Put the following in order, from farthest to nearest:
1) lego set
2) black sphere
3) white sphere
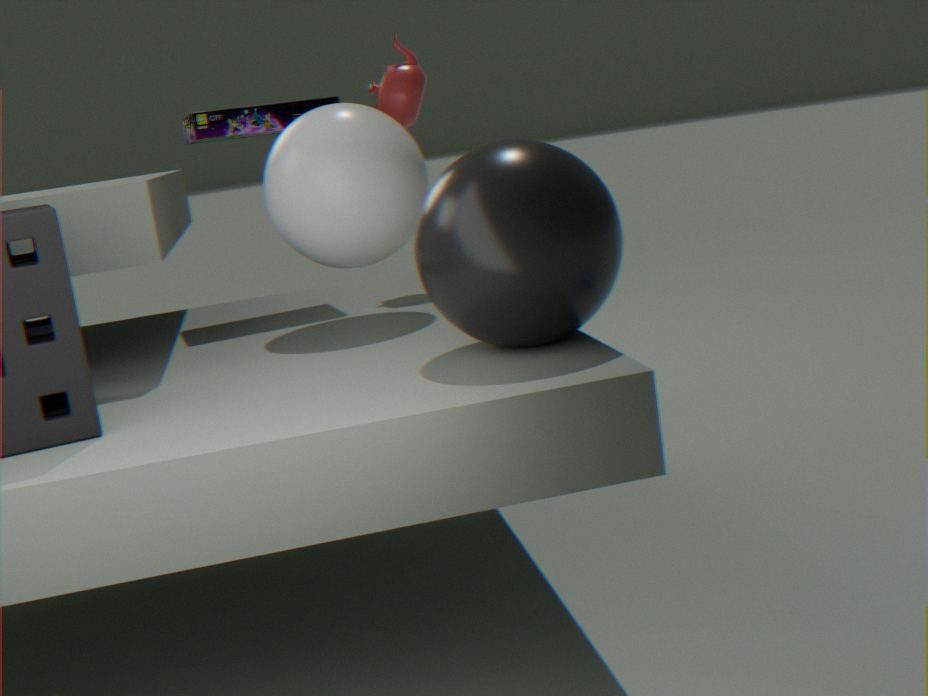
1. lego set < 3. white sphere < 2. black sphere
